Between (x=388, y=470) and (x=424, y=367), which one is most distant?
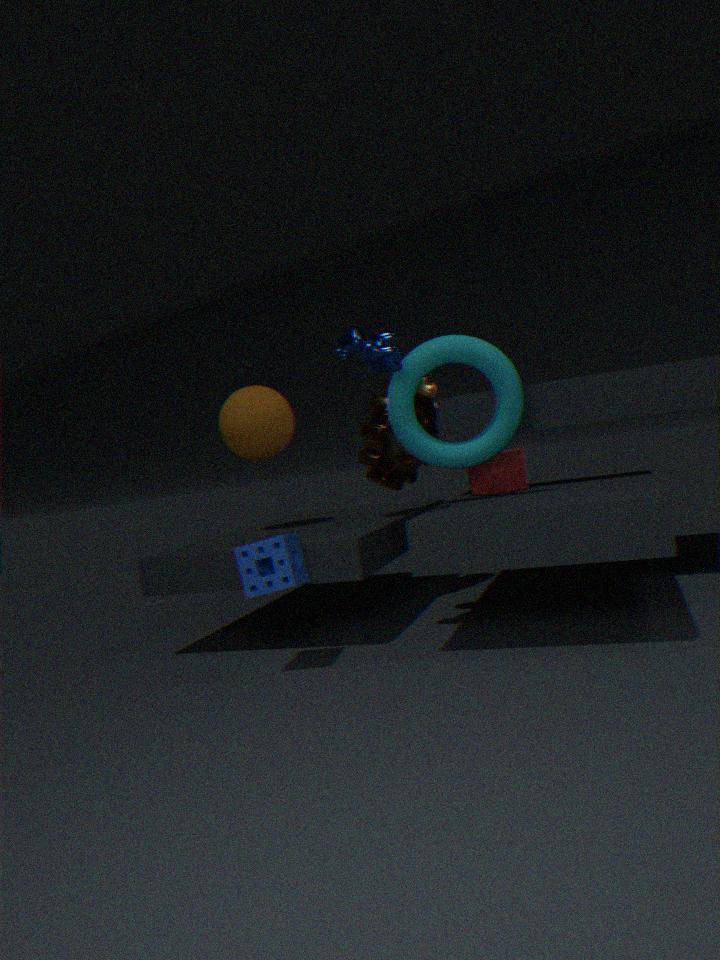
(x=388, y=470)
